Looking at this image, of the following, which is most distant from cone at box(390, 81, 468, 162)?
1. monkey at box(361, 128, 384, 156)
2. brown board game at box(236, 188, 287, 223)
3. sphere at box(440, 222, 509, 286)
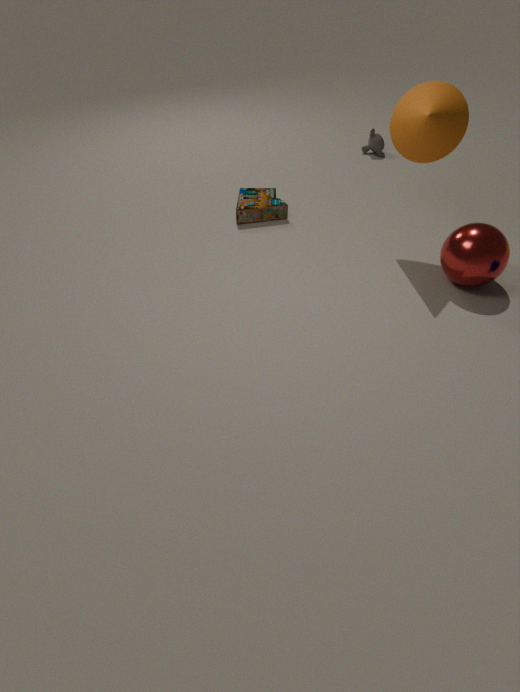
monkey at box(361, 128, 384, 156)
